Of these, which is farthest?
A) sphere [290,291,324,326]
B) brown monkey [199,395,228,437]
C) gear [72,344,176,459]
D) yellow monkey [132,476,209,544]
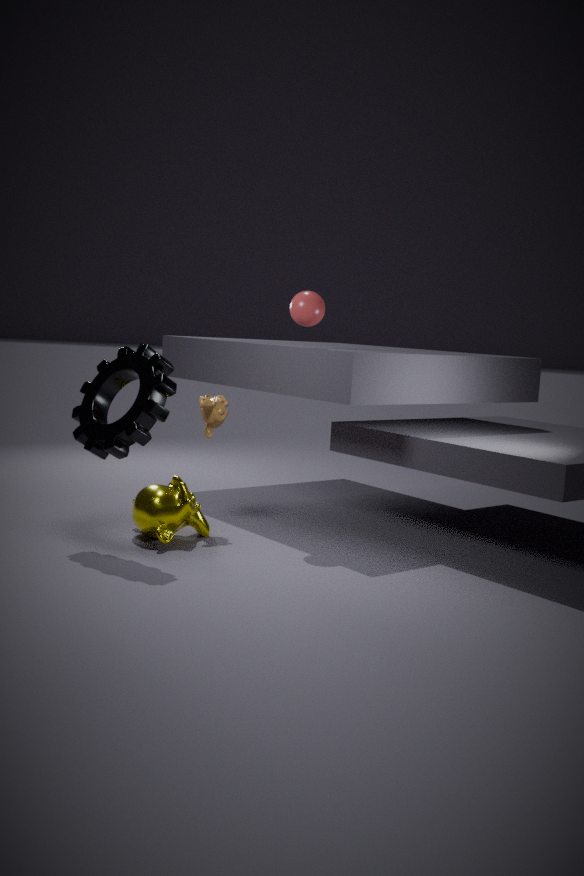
brown monkey [199,395,228,437]
